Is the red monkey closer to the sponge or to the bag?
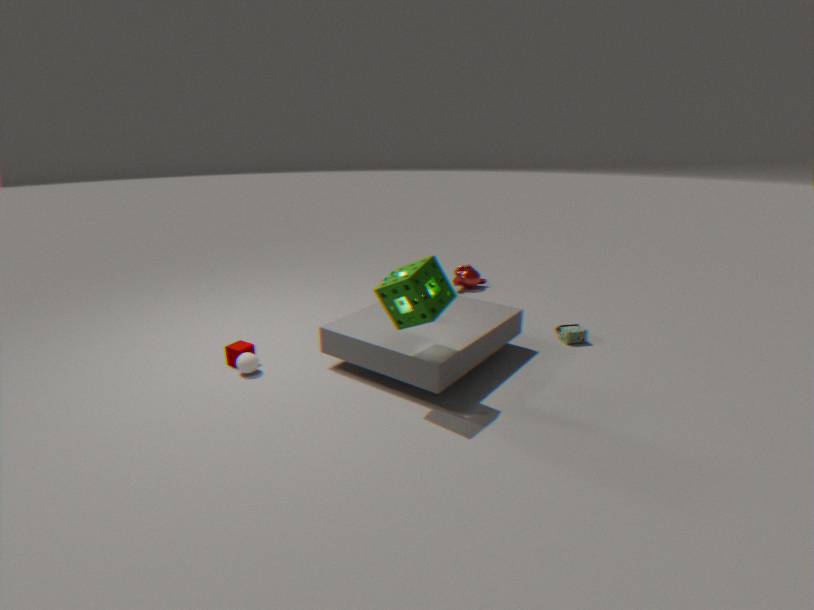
the bag
